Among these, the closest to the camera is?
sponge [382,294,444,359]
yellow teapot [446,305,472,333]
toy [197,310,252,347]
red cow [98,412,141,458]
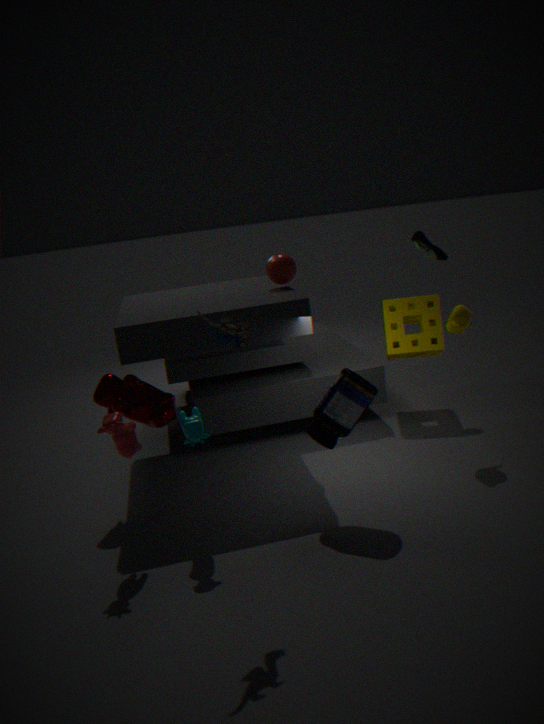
toy [197,310,252,347]
